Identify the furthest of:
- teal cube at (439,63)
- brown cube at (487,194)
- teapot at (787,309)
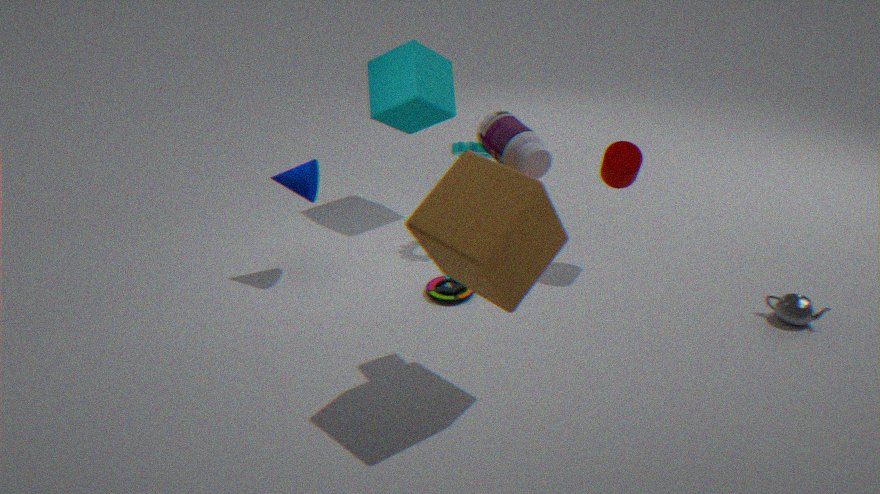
teal cube at (439,63)
